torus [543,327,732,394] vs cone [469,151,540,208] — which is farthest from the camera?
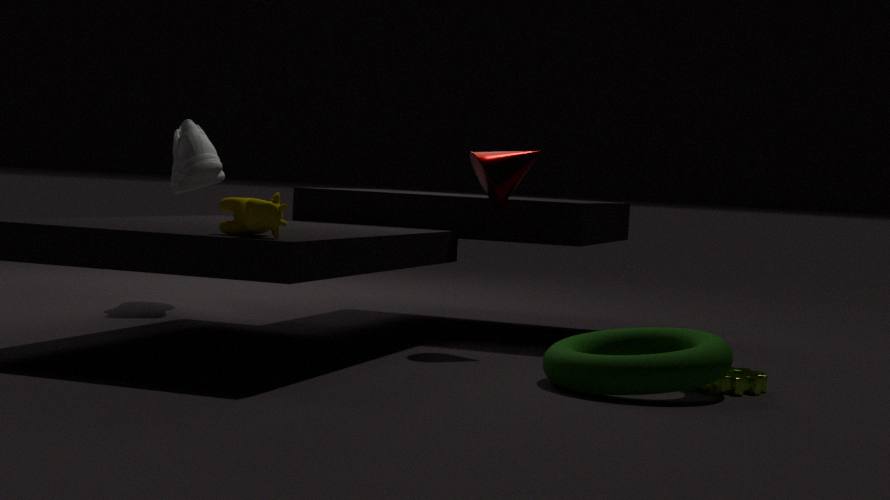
cone [469,151,540,208]
